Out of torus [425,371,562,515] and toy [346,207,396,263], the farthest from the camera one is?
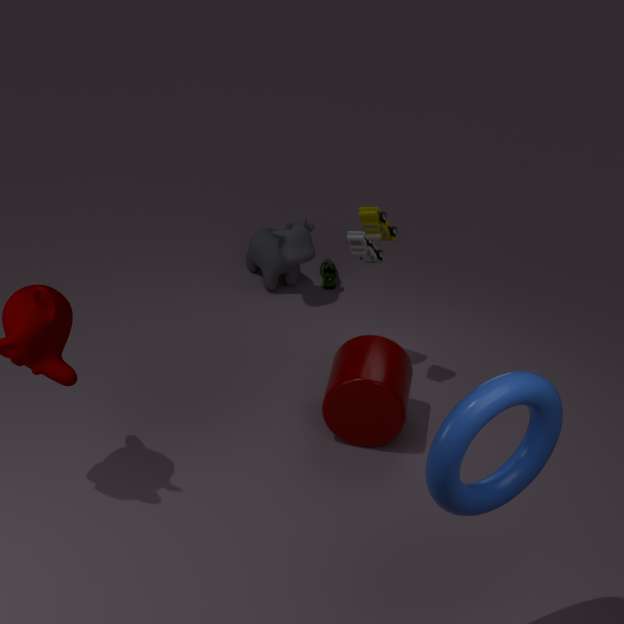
toy [346,207,396,263]
